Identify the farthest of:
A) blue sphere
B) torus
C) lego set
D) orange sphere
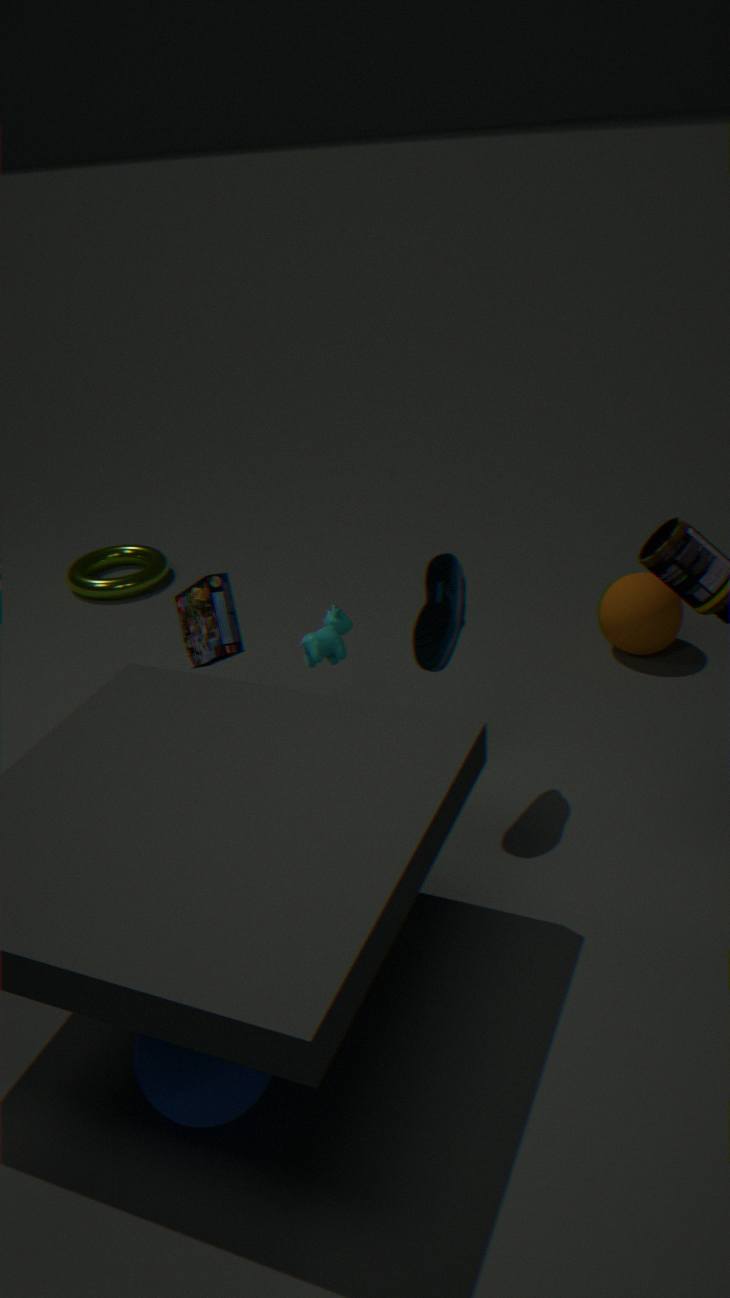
torus
